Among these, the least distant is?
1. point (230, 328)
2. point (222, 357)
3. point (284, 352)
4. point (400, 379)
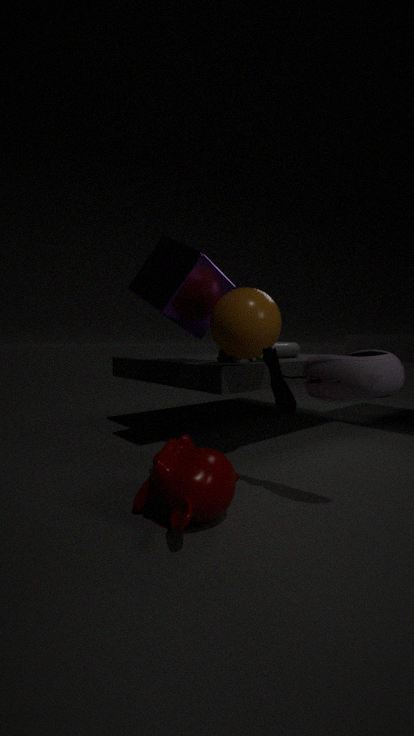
point (400, 379)
